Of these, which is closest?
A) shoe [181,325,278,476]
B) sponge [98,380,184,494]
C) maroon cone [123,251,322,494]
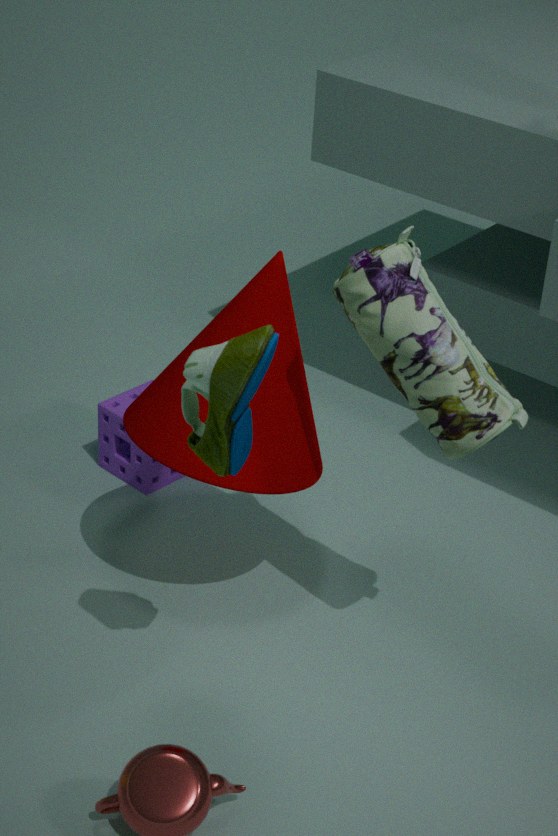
shoe [181,325,278,476]
